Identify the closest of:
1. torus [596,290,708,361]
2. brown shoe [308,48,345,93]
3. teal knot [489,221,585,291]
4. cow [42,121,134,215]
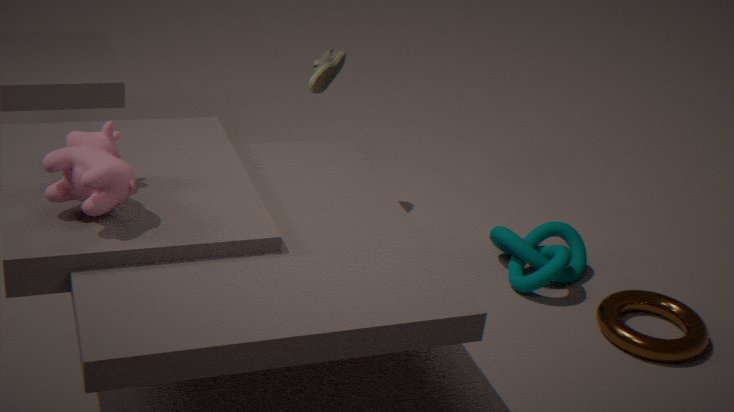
cow [42,121,134,215]
